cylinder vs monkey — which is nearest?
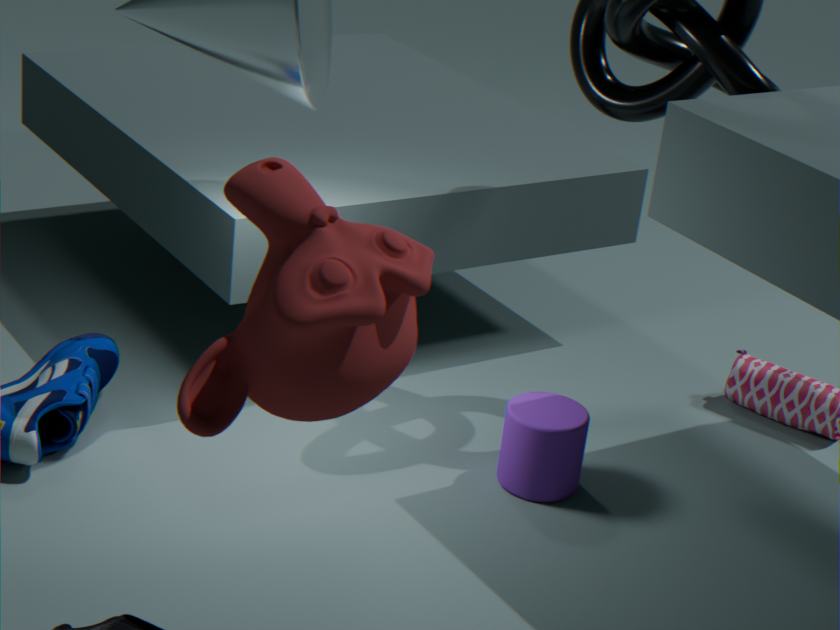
monkey
